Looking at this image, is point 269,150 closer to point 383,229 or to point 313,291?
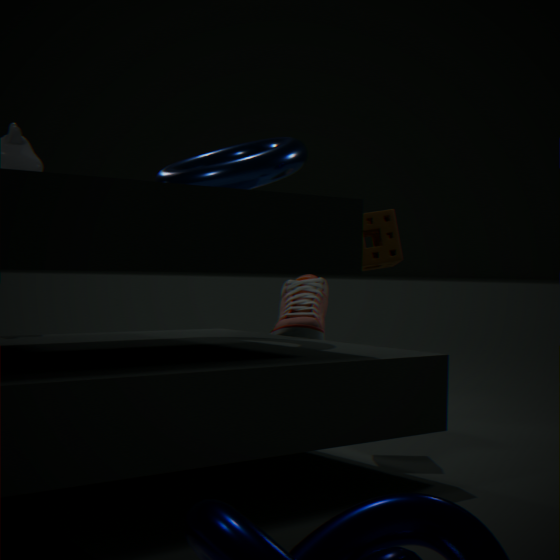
point 383,229
